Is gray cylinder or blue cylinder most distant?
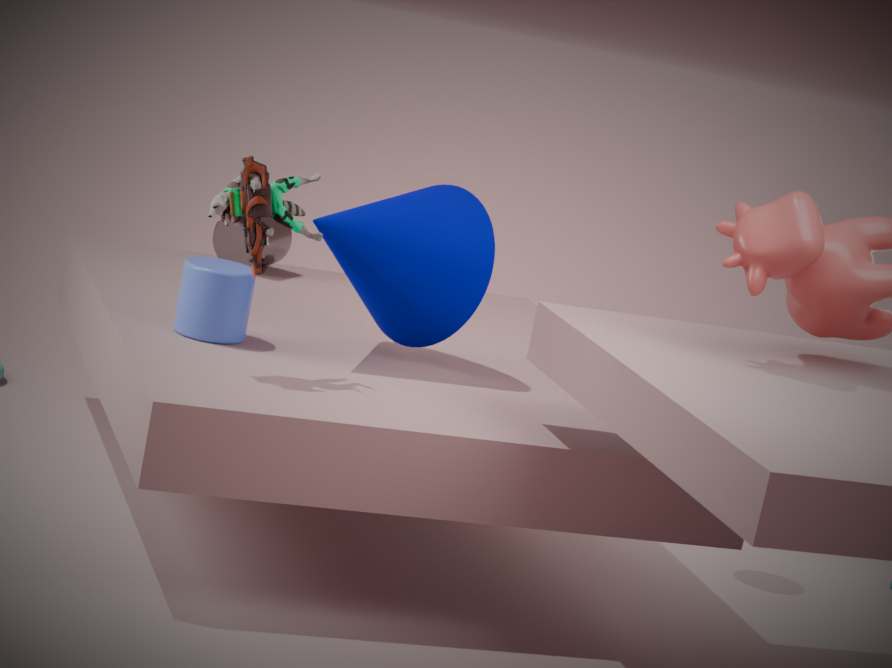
gray cylinder
